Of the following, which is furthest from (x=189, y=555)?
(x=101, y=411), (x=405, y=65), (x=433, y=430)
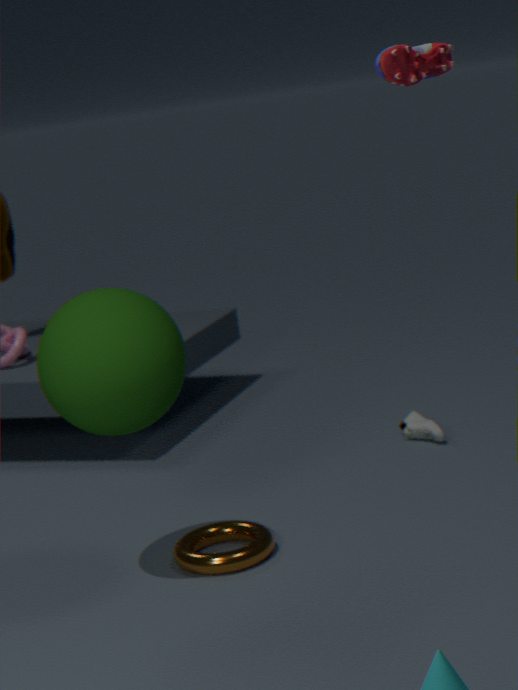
(x=405, y=65)
